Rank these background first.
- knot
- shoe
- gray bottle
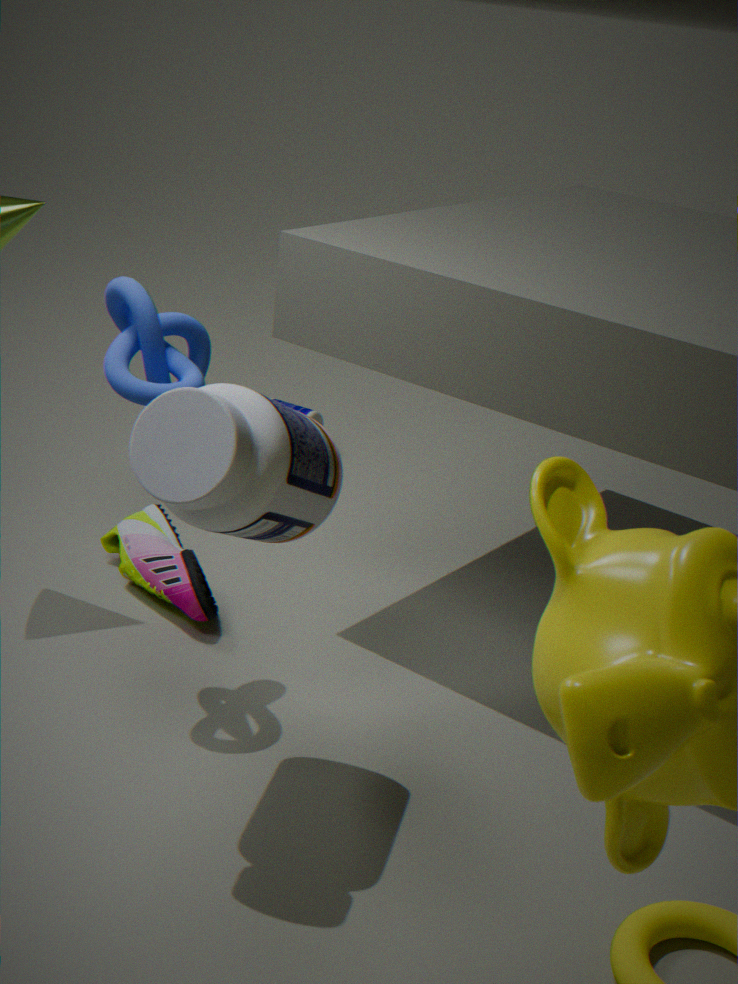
1. shoe
2. knot
3. gray bottle
